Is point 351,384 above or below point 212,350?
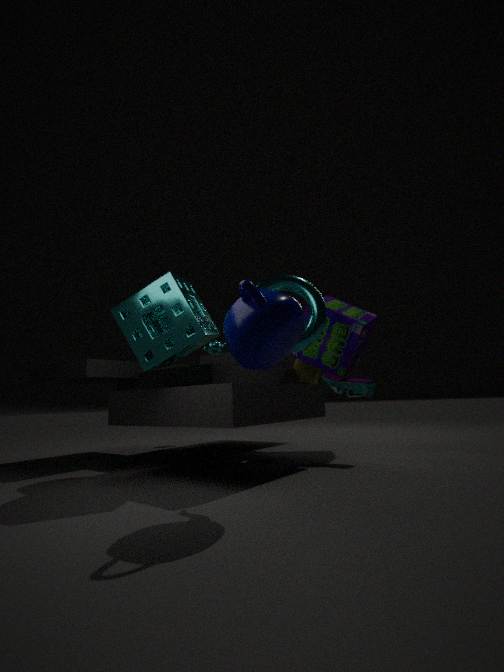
below
